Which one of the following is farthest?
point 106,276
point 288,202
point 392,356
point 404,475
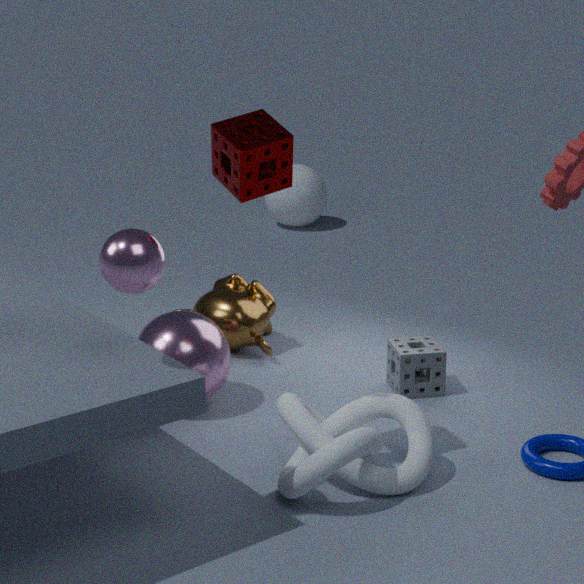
point 288,202
